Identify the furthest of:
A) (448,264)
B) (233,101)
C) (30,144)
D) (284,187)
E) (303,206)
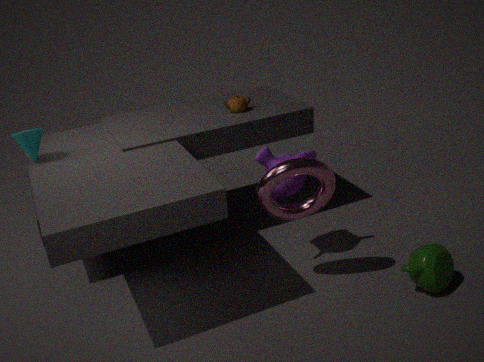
(233,101)
